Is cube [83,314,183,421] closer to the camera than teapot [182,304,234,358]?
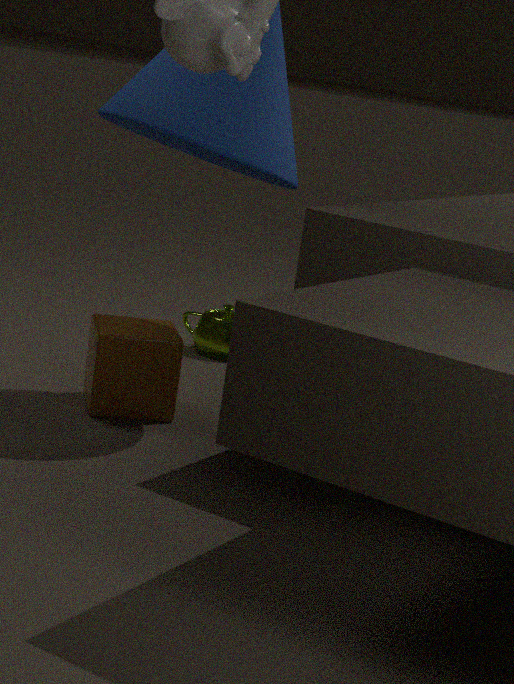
Yes
